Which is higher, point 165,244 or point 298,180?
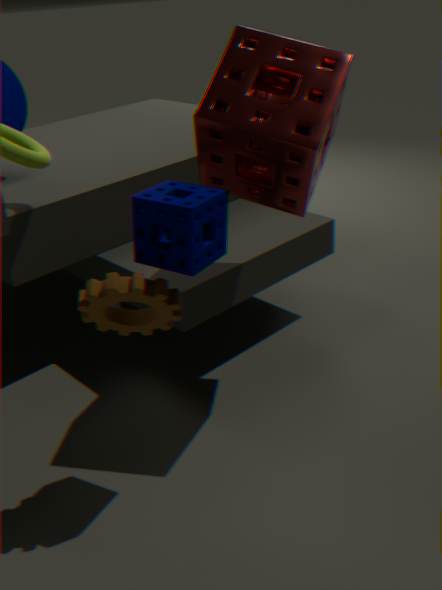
point 298,180
